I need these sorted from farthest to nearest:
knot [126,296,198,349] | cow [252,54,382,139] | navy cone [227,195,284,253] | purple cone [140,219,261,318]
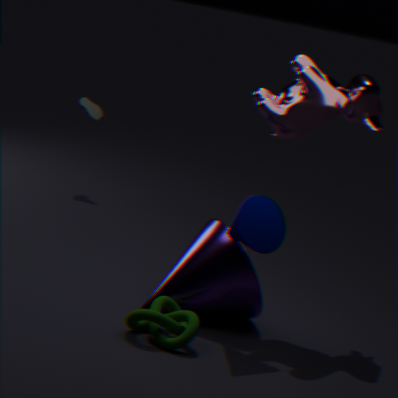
cow [252,54,382,139]
purple cone [140,219,261,318]
navy cone [227,195,284,253]
knot [126,296,198,349]
